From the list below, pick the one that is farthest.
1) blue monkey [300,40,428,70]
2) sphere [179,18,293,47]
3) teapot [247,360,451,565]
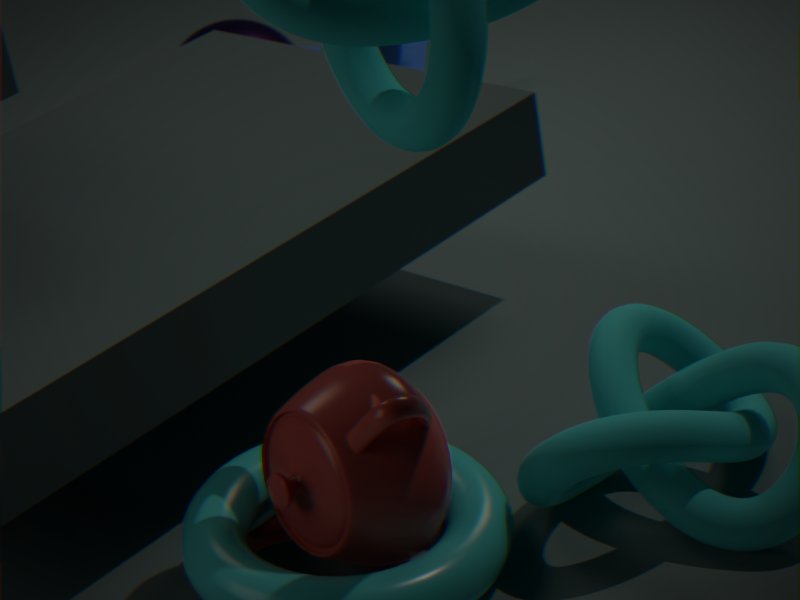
1. blue monkey [300,40,428,70]
